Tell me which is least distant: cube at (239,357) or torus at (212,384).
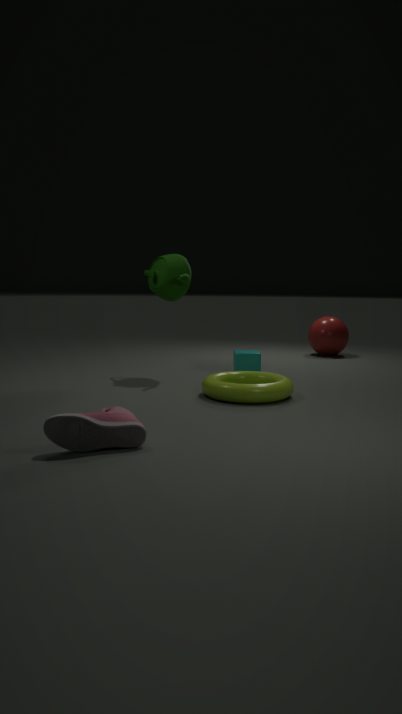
torus at (212,384)
